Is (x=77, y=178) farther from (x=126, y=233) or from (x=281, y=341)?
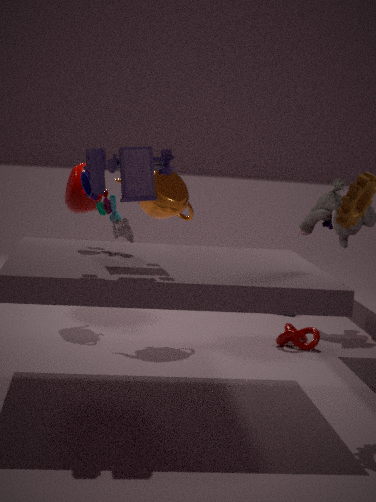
(x=281, y=341)
